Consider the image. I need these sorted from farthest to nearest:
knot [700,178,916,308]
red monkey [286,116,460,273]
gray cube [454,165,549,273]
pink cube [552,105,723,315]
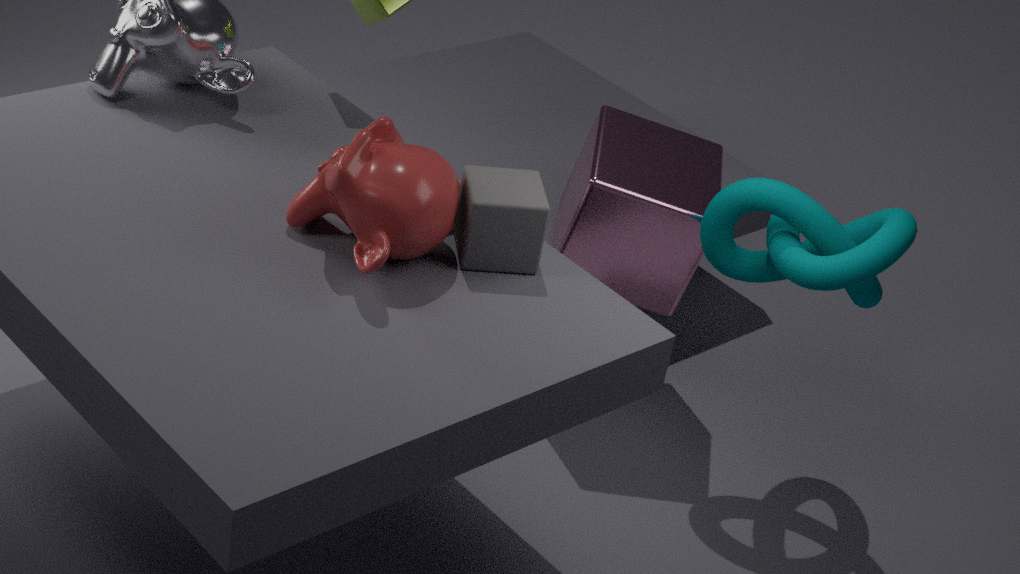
pink cube [552,105,723,315] < knot [700,178,916,308] < gray cube [454,165,549,273] < red monkey [286,116,460,273]
